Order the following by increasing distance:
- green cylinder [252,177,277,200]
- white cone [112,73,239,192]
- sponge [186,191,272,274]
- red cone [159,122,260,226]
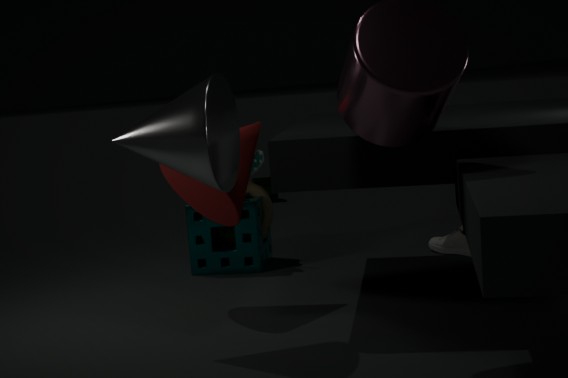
white cone [112,73,239,192]
red cone [159,122,260,226]
sponge [186,191,272,274]
green cylinder [252,177,277,200]
